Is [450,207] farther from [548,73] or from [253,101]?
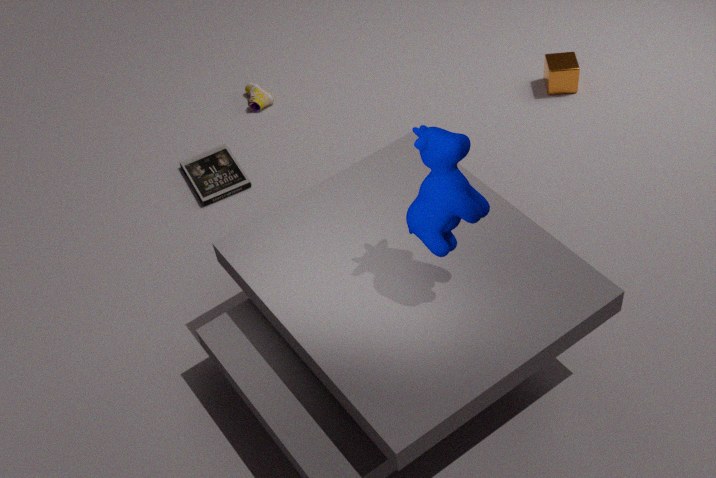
[253,101]
